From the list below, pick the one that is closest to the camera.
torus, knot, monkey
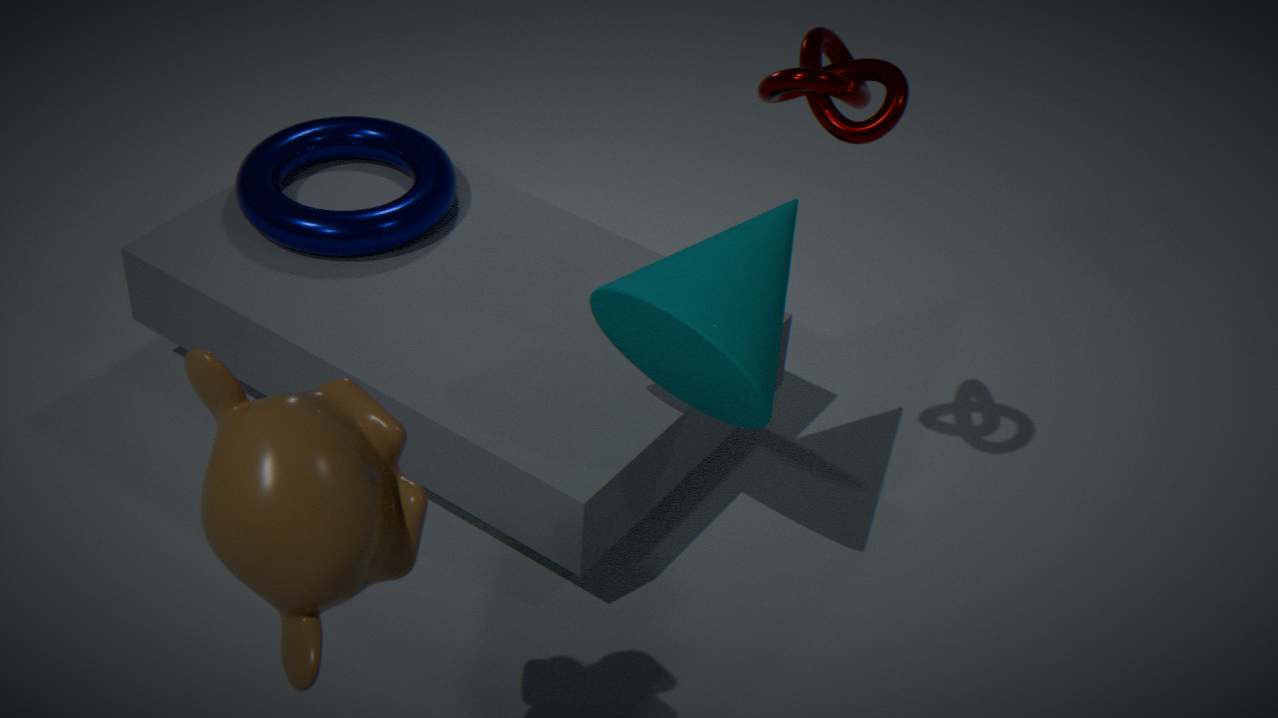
monkey
